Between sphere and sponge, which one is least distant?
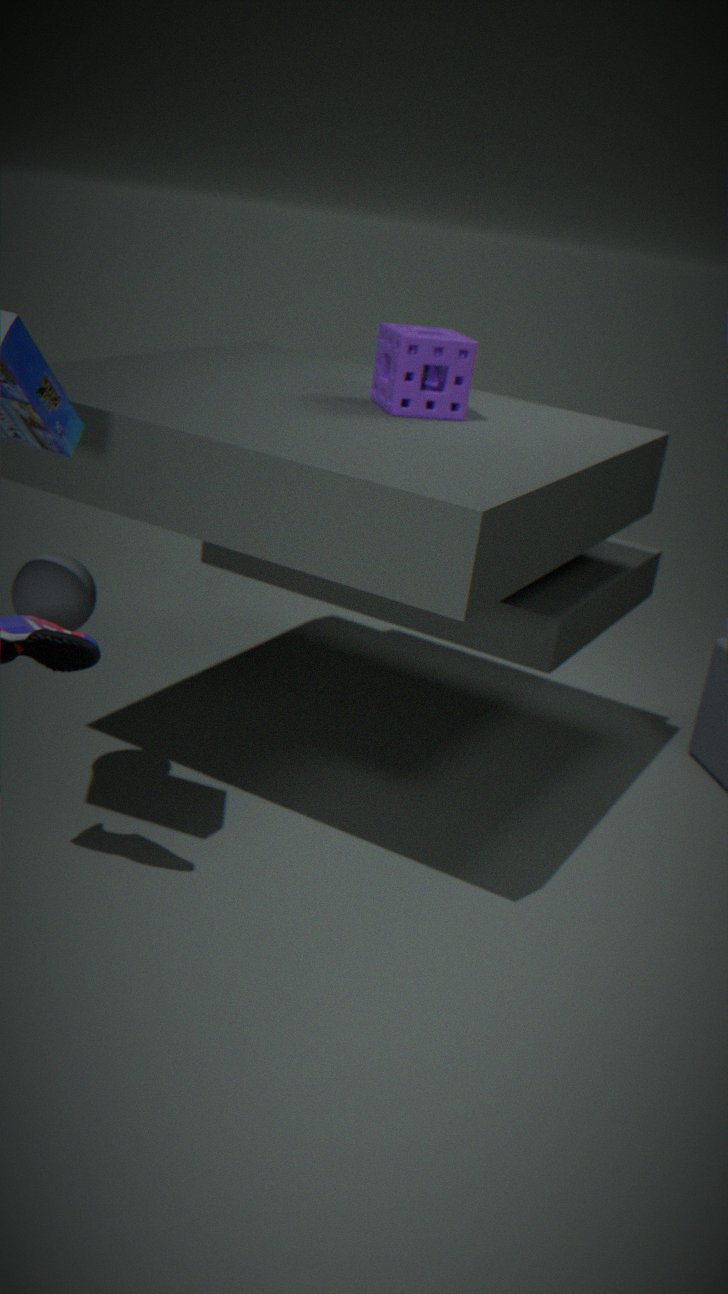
sphere
